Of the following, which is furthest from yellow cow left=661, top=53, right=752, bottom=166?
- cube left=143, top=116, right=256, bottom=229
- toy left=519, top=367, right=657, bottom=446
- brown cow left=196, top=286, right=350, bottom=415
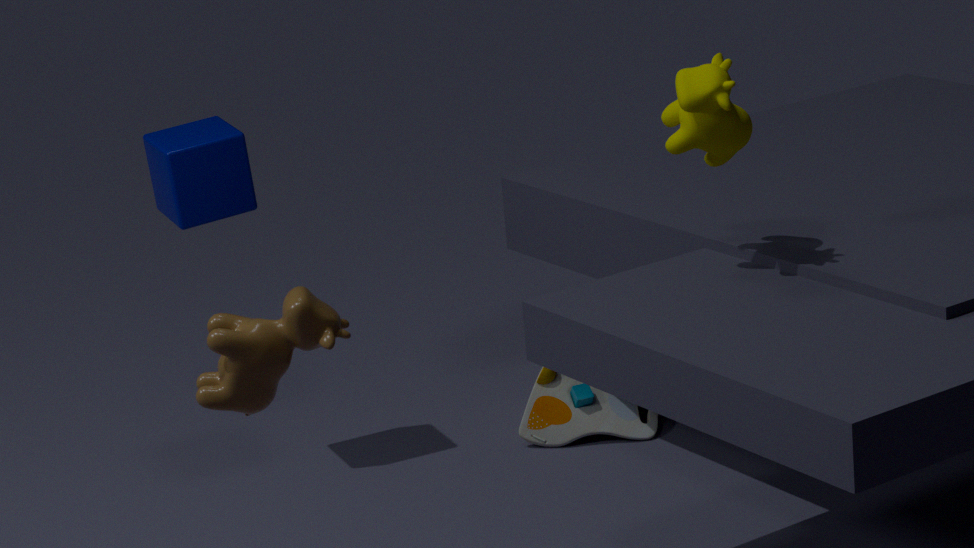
cube left=143, top=116, right=256, bottom=229
